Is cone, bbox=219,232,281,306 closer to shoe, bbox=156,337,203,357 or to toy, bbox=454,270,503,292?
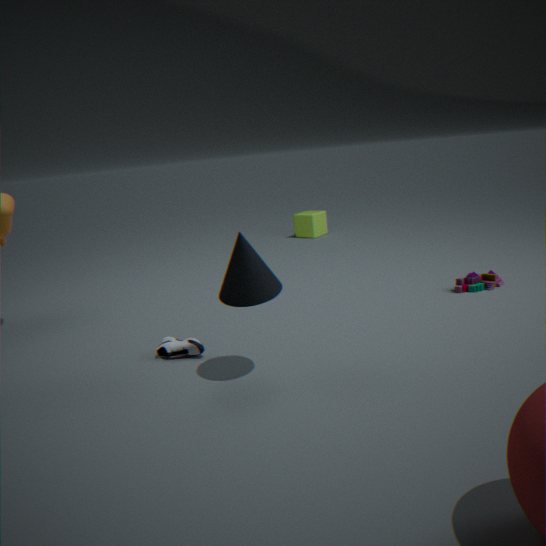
shoe, bbox=156,337,203,357
